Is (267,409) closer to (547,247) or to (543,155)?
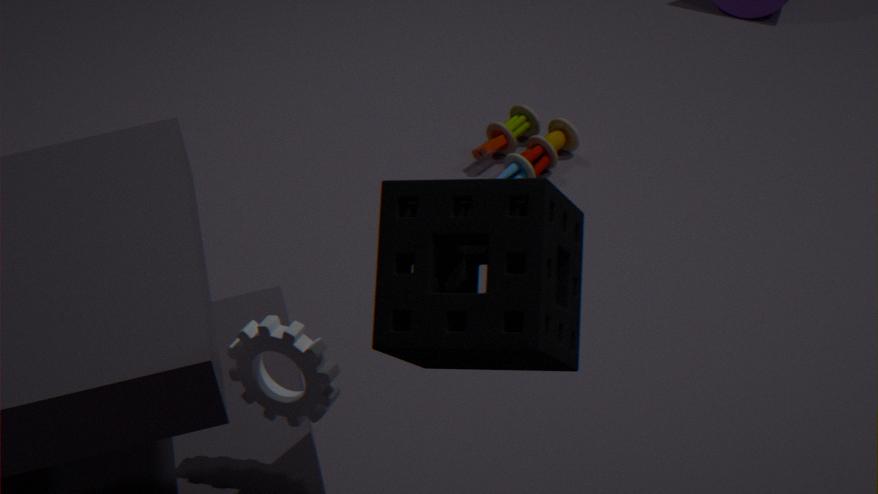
(547,247)
